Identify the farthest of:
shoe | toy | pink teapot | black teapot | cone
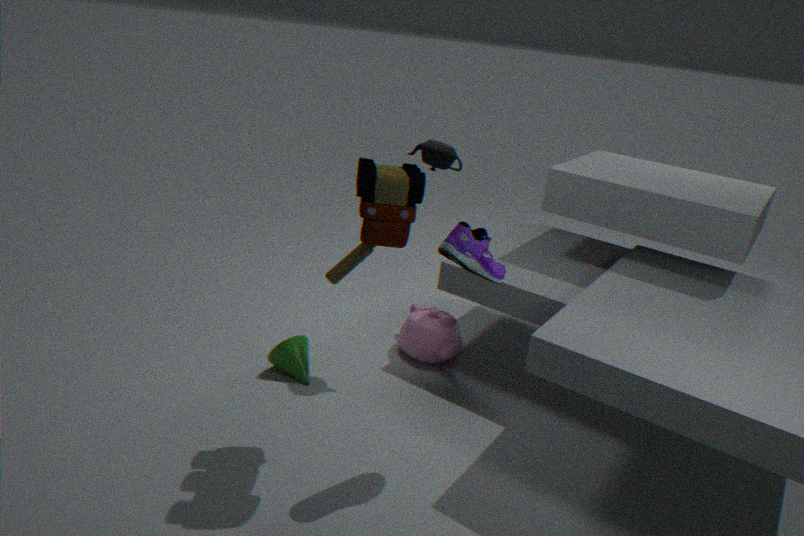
pink teapot
